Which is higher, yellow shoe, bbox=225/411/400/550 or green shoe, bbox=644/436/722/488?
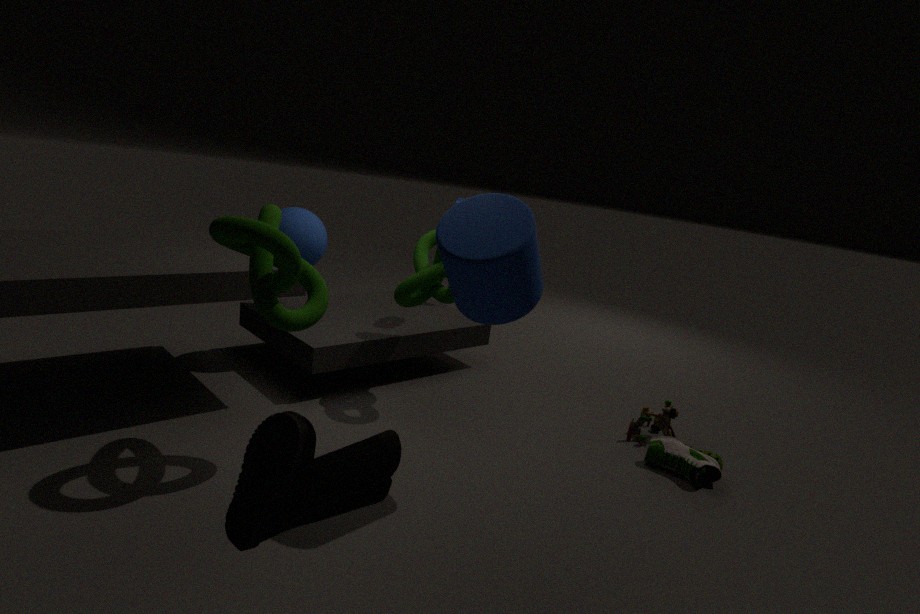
yellow shoe, bbox=225/411/400/550
